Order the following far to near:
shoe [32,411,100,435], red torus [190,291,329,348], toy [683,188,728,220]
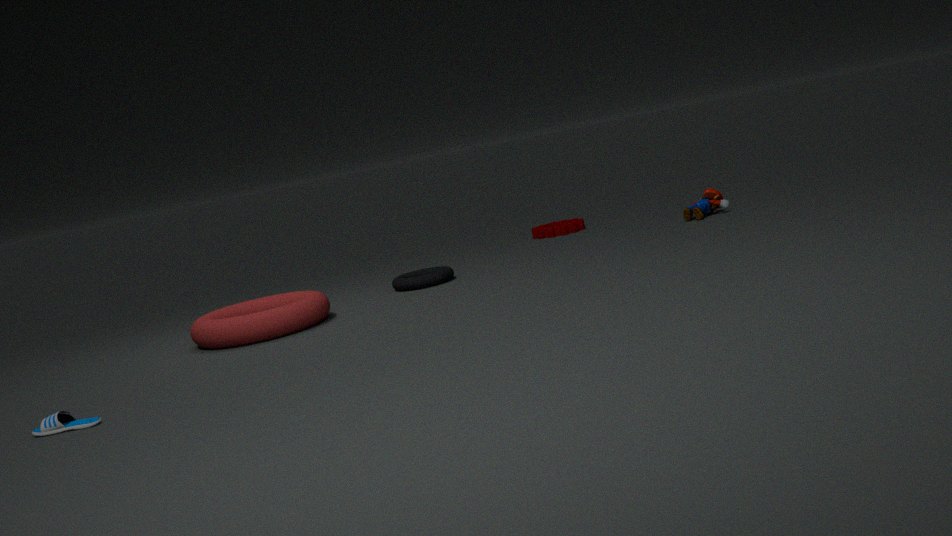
toy [683,188,728,220] < red torus [190,291,329,348] < shoe [32,411,100,435]
